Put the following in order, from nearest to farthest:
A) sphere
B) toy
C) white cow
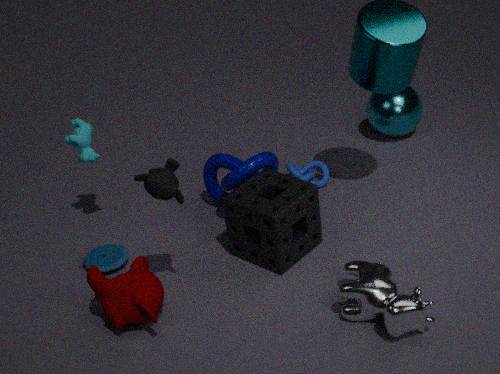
white cow
toy
sphere
